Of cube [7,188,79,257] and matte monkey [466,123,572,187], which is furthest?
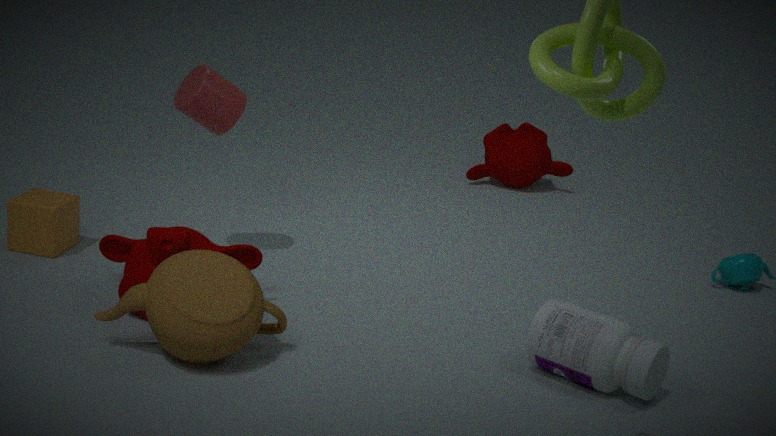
matte monkey [466,123,572,187]
